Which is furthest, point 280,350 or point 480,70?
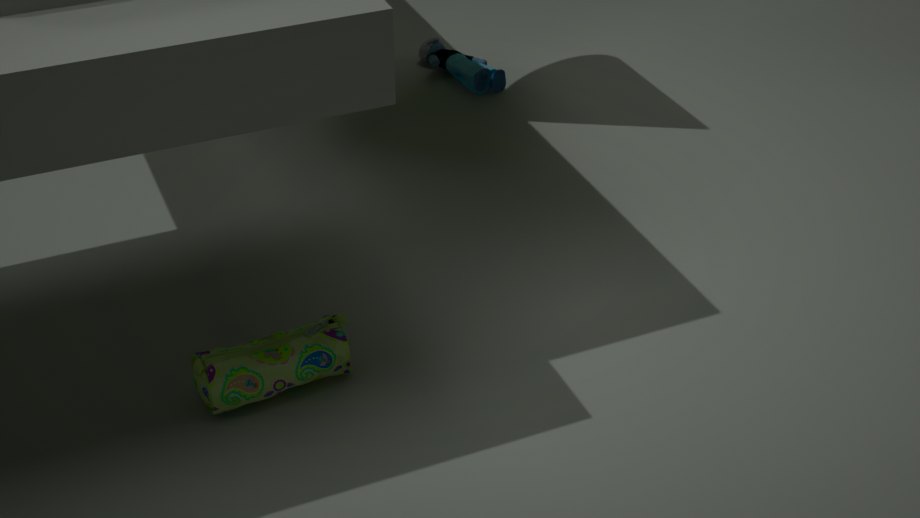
point 480,70
